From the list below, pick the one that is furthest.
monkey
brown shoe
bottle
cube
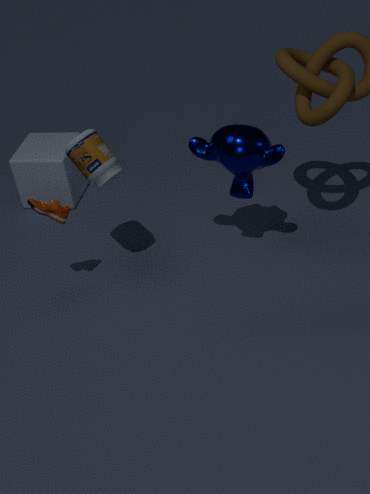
cube
